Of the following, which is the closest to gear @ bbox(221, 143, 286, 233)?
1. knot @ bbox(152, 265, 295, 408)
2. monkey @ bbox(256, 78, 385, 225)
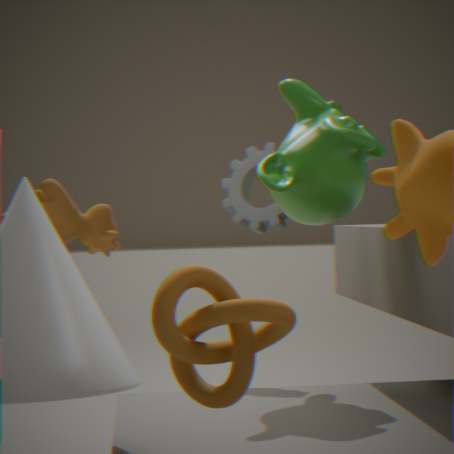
monkey @ bbox(256, 78, 385, 225)
